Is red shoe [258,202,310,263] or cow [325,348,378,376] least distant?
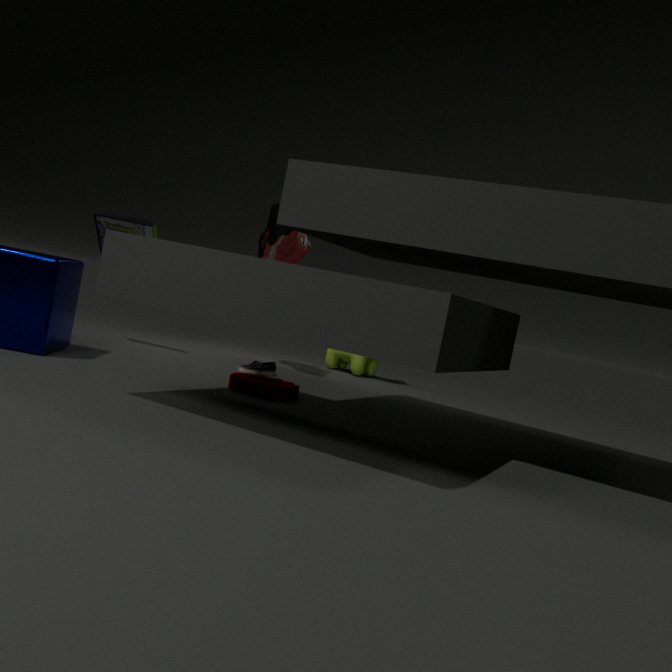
red shoe [258,202,310,263]
